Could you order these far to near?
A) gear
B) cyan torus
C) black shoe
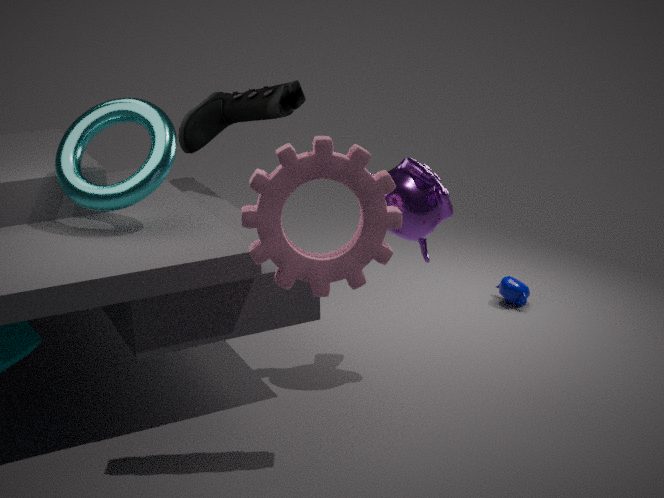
black shoe < cyan torus < gear
